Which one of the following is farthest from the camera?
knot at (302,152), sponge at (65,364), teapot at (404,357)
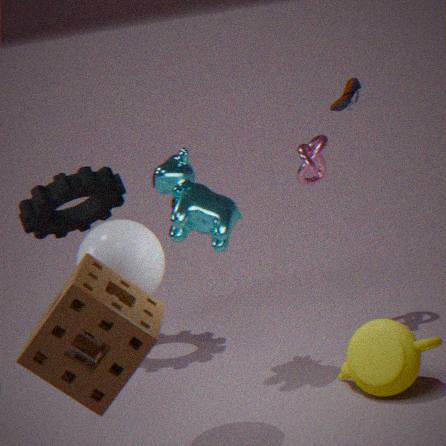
knot at (302,152)
